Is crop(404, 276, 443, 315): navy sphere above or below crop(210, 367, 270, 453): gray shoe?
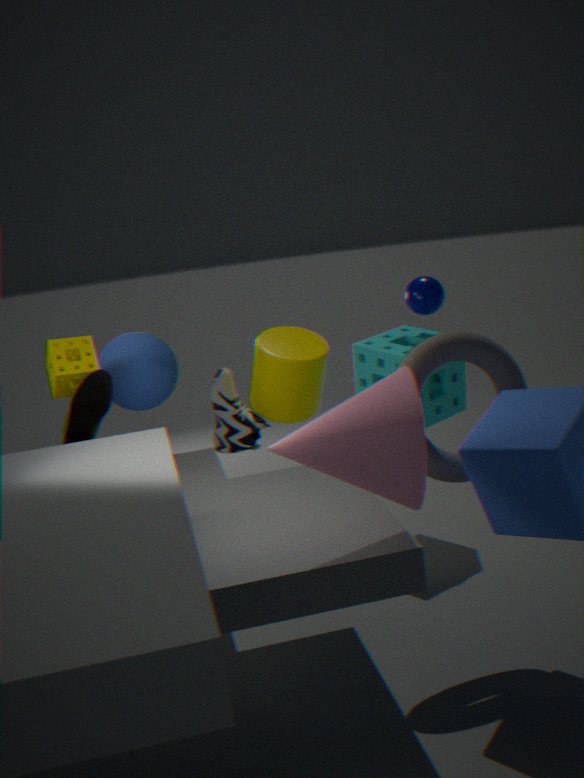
above
